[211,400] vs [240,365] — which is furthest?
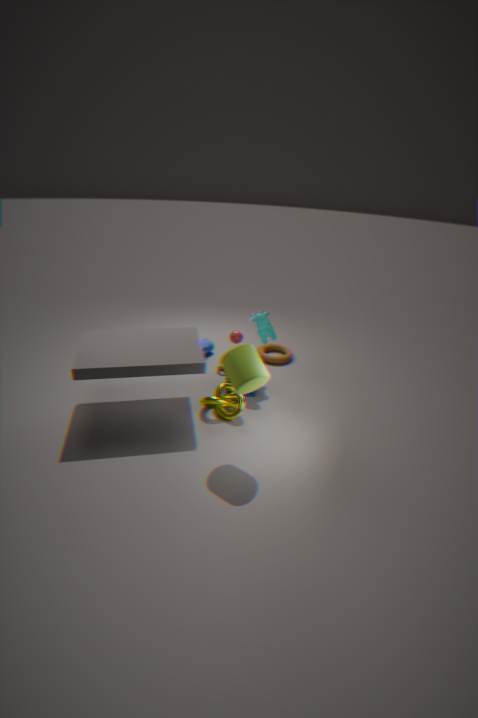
[211,400]
